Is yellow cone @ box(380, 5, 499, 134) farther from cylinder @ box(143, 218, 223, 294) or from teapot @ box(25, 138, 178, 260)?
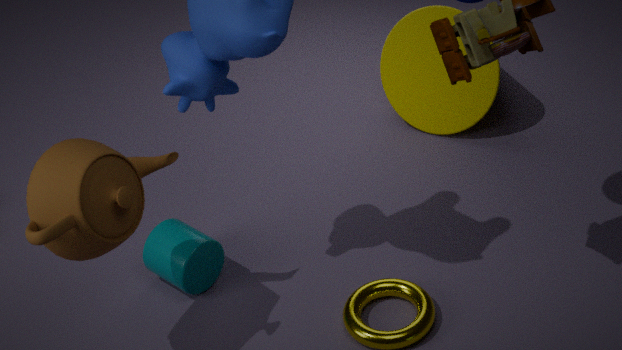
teapot @ box(25, 138, 178, 260)
